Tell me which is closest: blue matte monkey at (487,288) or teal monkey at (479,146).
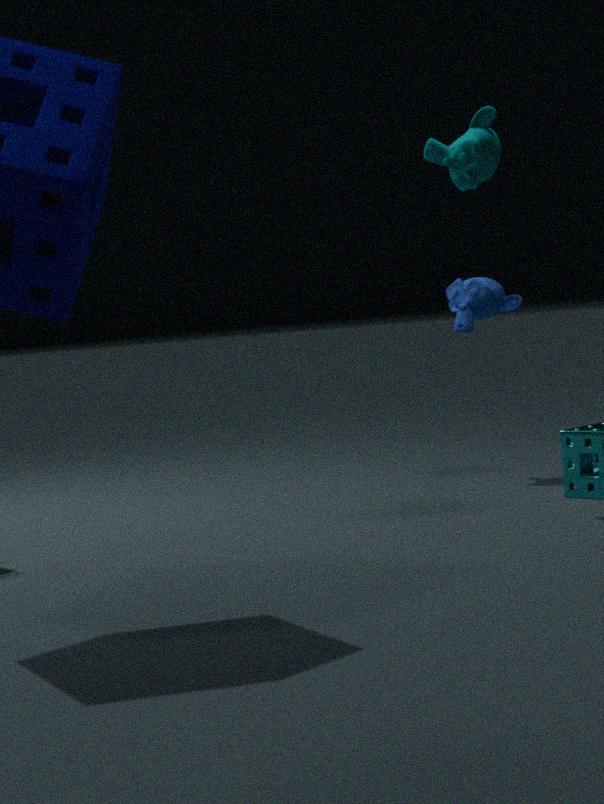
teal monkey at (479,146)
